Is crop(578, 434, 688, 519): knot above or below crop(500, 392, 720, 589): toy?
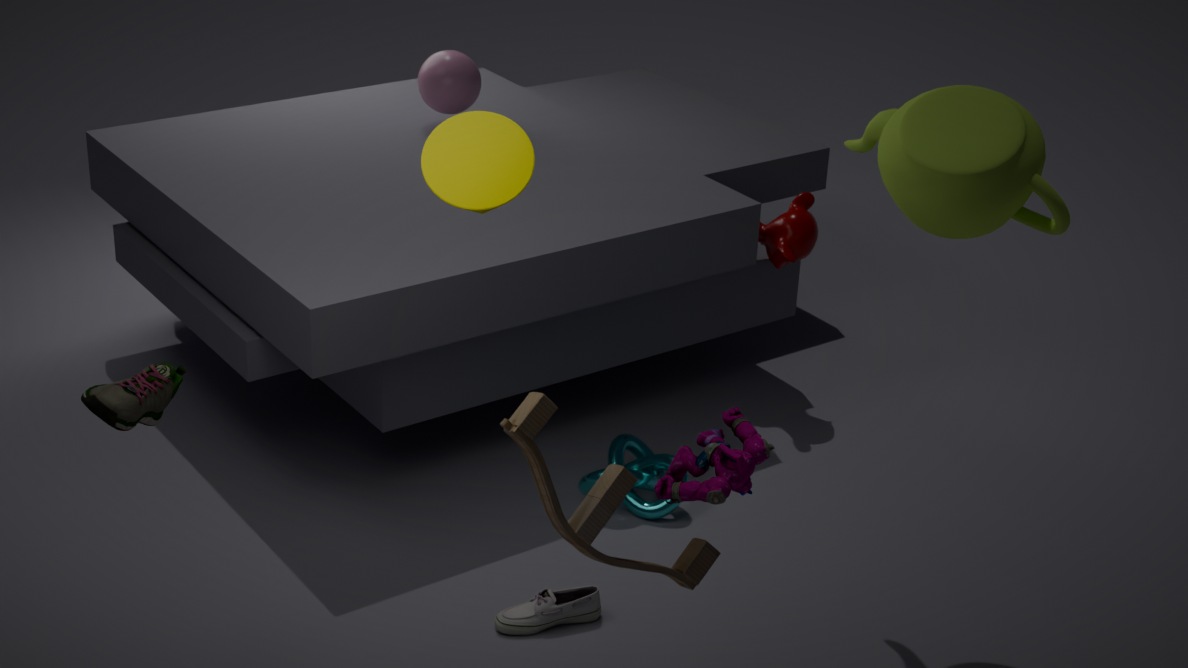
below
